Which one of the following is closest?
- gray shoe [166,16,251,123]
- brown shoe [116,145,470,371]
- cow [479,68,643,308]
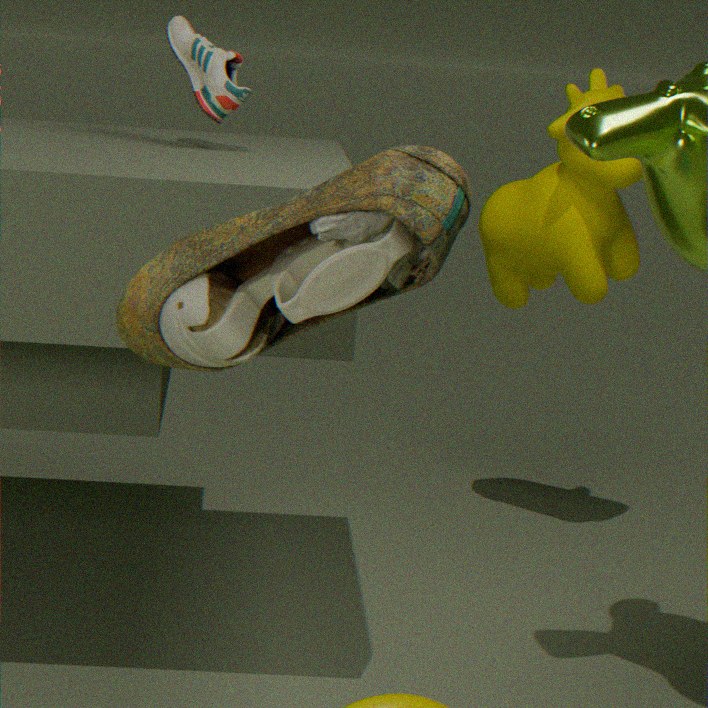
brown shoe [116,145,470,371]
